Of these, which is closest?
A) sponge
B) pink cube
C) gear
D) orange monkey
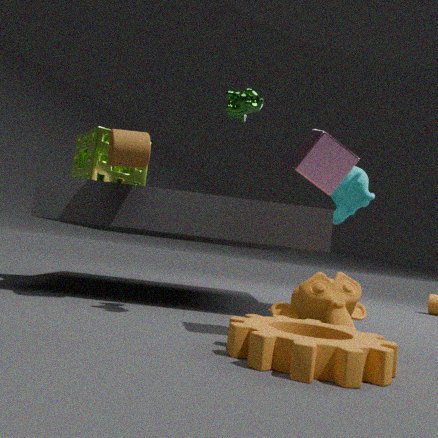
gear
